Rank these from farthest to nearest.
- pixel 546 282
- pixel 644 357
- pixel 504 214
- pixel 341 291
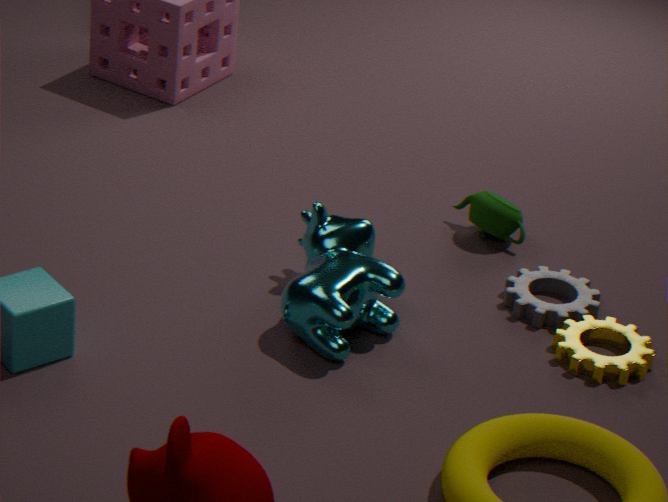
pixel 504 214, pixel 546 282, pixel 644 357, pixel 341 291
